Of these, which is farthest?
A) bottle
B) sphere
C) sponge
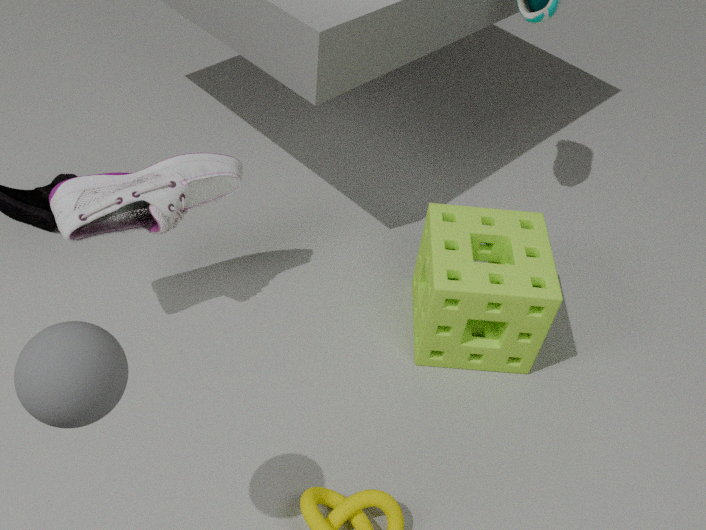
sponge
